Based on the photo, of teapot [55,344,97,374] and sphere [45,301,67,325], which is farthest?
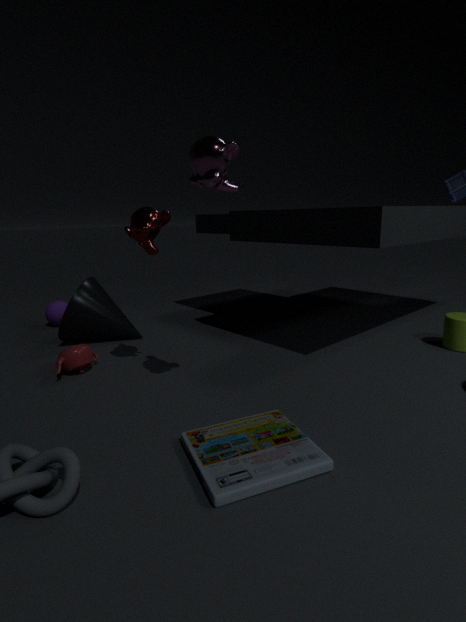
sphere [45,301,67,325]
